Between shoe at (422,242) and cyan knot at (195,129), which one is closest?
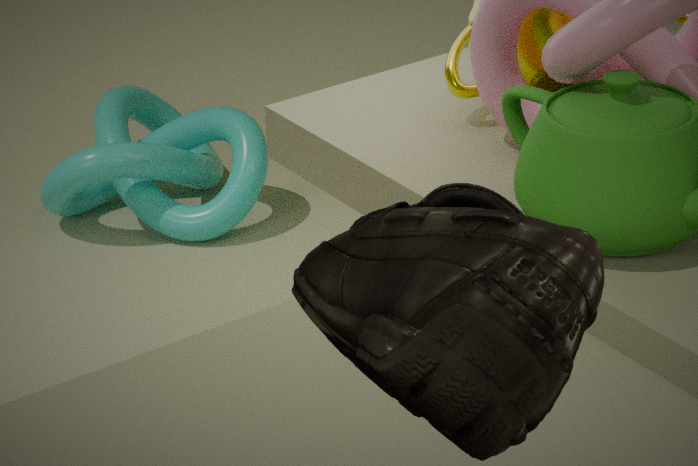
shoe at (422,242)
